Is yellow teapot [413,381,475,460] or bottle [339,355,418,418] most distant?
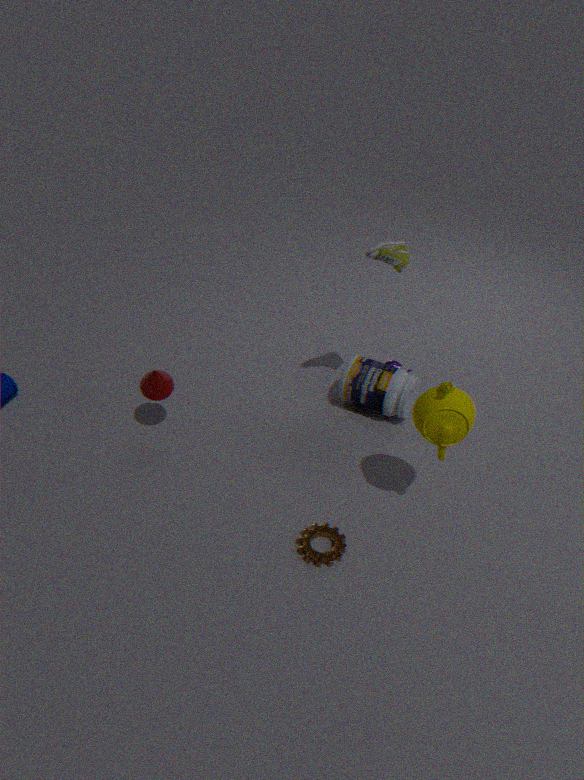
bottle [339,355,418,418]
